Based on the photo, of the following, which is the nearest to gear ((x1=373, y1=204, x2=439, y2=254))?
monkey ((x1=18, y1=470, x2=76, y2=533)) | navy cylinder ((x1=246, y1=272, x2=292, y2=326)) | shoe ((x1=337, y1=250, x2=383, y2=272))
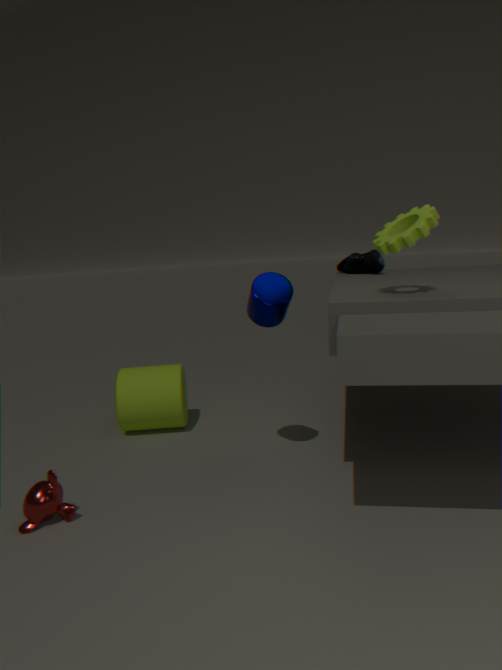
navy cylinder ((x1=246, y1=272, x2=292, y2=326))
